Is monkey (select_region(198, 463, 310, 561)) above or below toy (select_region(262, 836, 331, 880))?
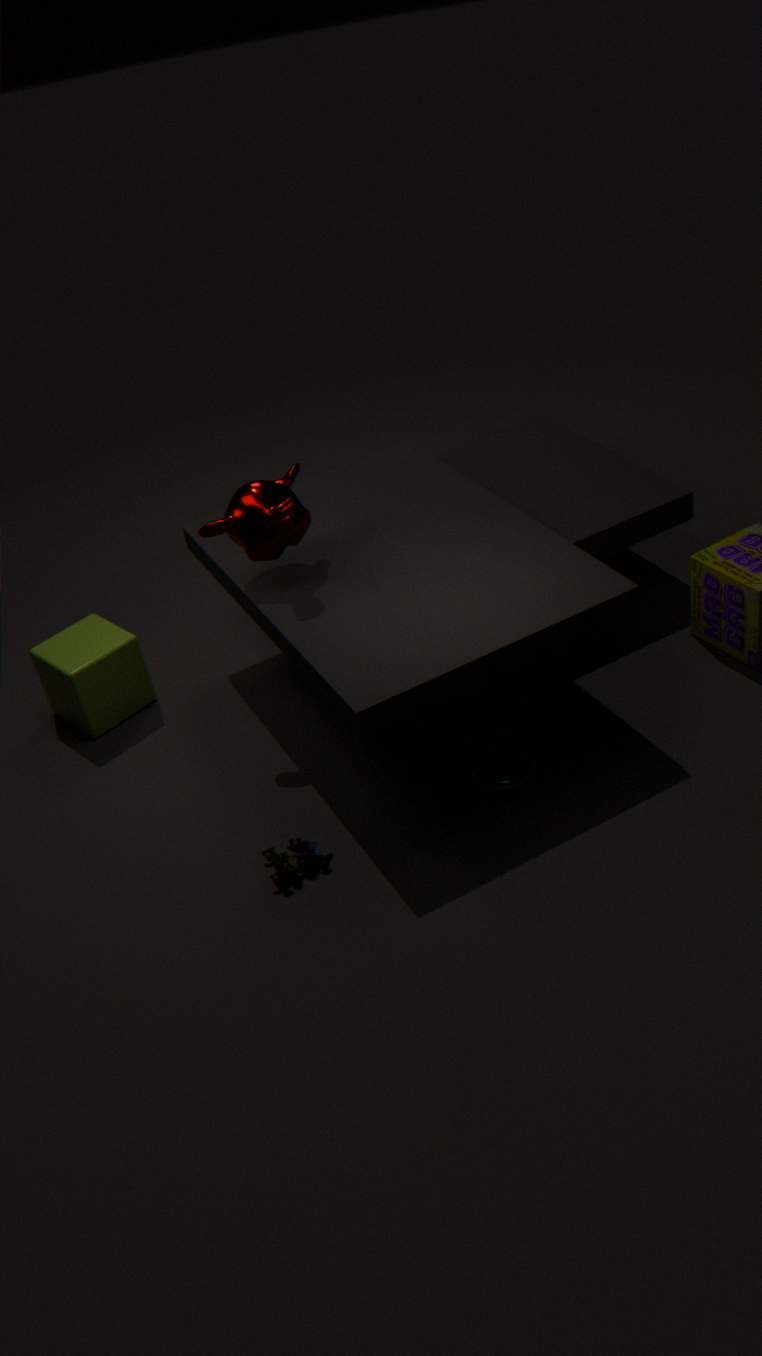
above
